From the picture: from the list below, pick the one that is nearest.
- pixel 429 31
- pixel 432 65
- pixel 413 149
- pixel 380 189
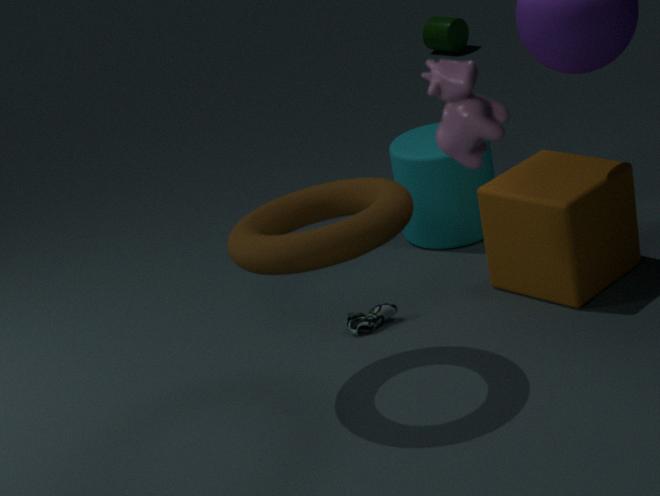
pixel 432 65
